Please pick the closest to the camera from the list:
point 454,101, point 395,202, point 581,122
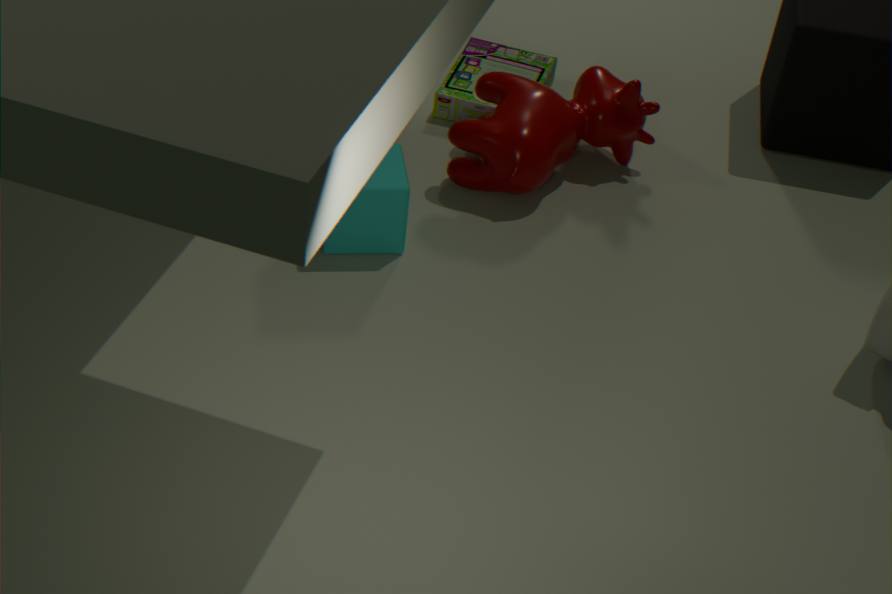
point 395,202
